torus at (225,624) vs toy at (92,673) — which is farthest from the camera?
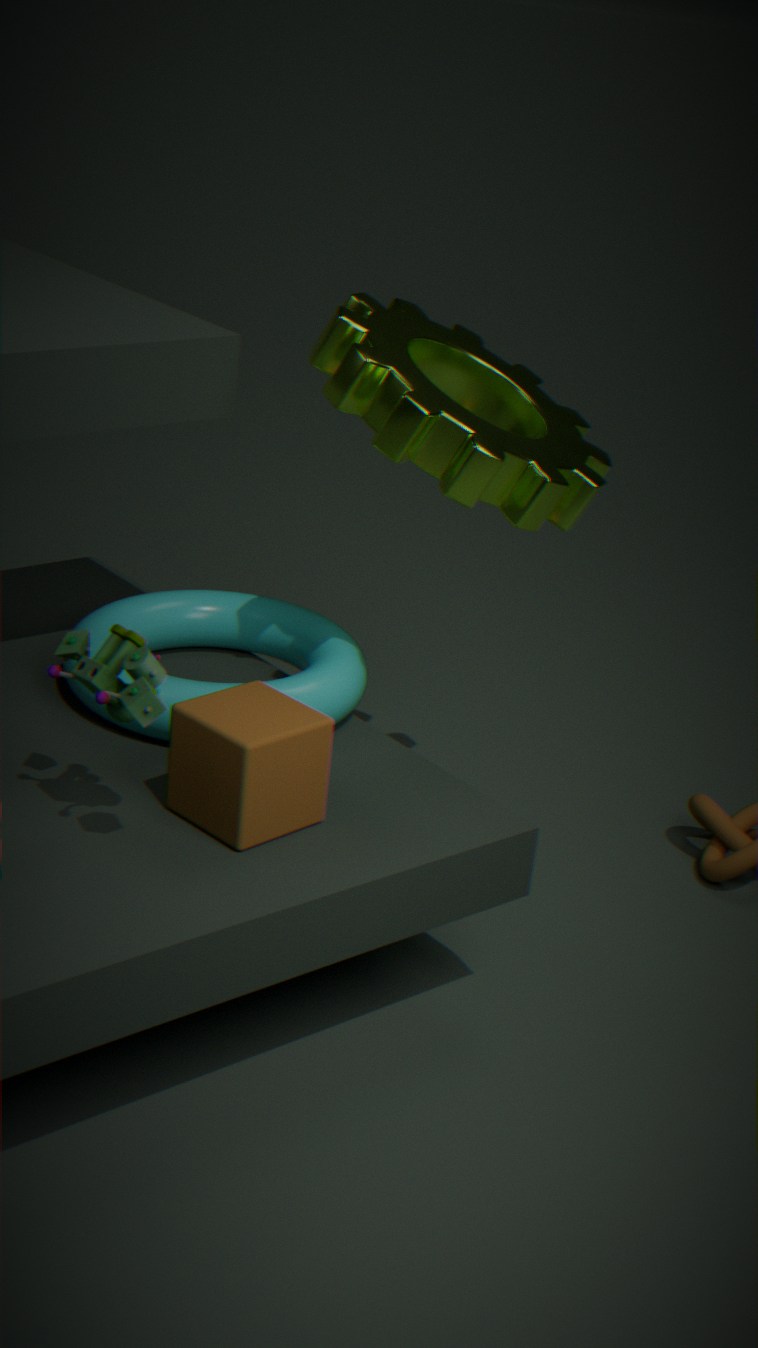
torus at (225,624)
